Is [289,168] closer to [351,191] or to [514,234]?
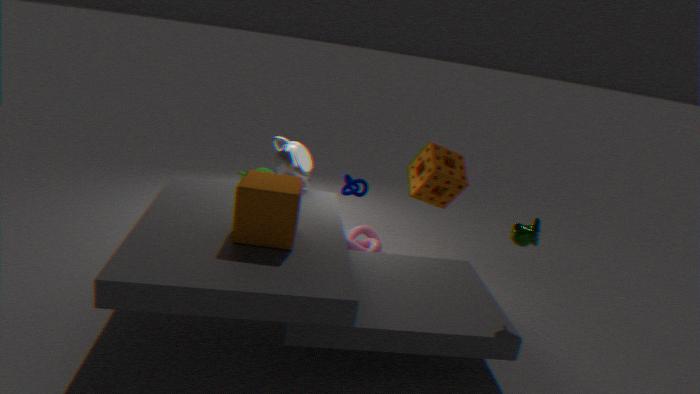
[351,191]
